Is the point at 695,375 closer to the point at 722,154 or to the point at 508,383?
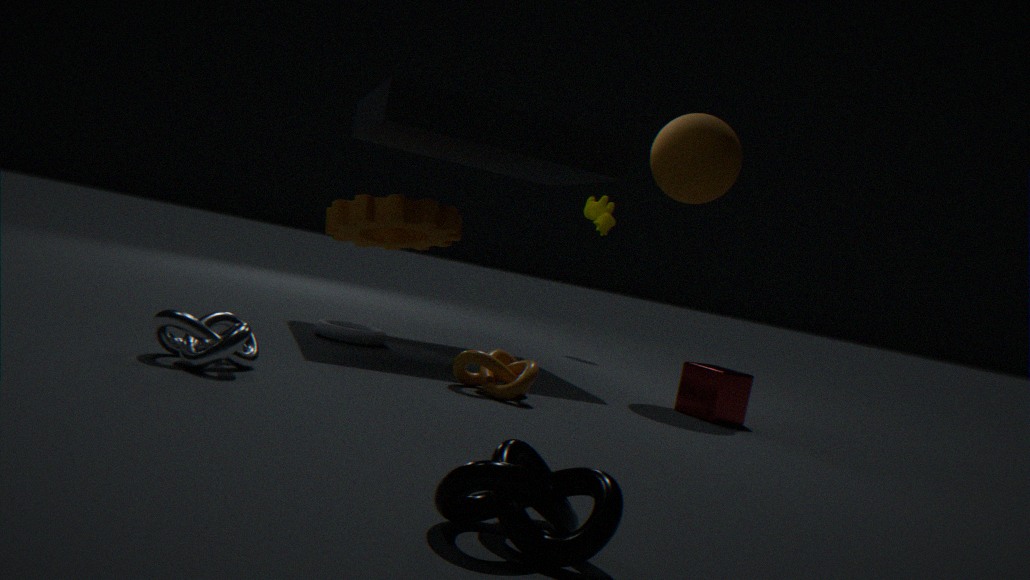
the point at 508,383
